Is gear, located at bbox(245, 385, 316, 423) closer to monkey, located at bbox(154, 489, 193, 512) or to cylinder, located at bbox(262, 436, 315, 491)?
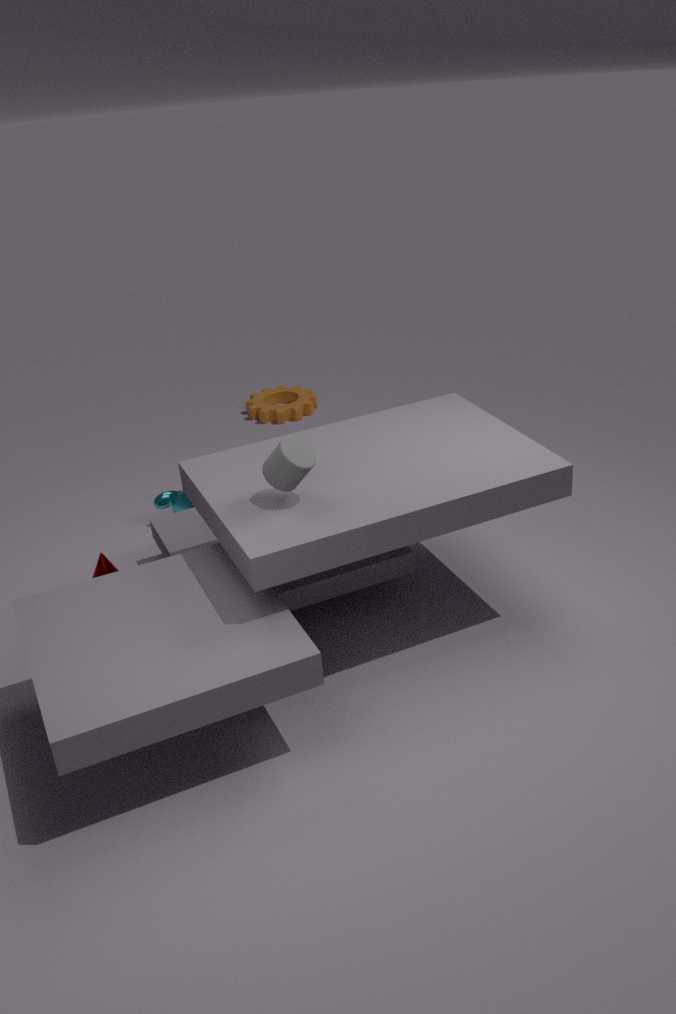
monkey, located at bbox(154, 489, 193, 512)
